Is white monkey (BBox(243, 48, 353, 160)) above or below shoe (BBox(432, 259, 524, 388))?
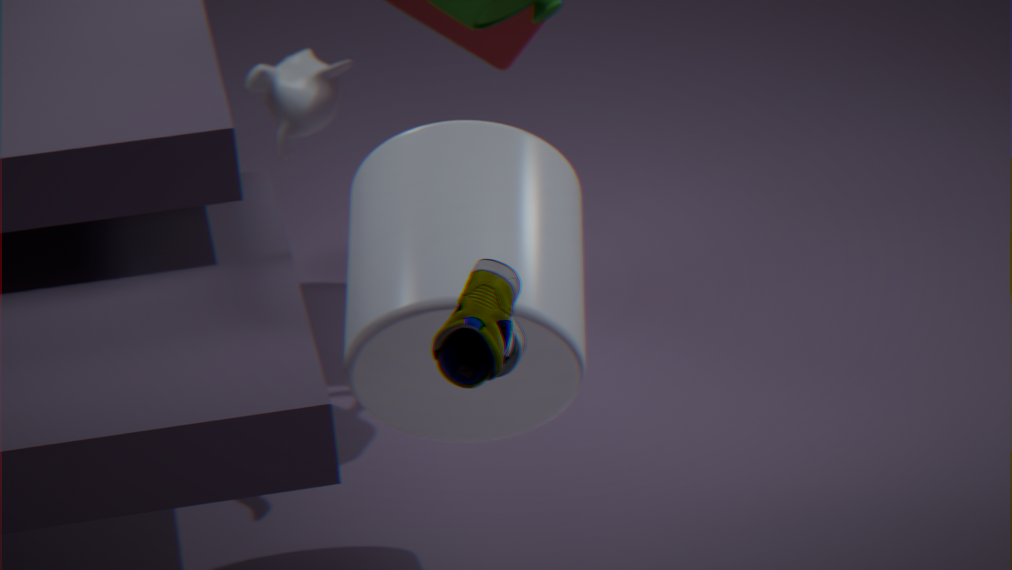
below
